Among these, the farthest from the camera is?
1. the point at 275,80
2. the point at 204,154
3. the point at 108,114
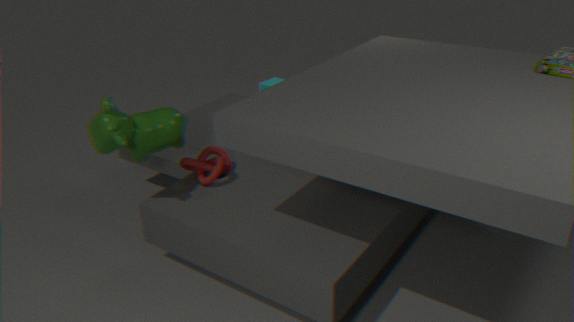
the point at 275,80
